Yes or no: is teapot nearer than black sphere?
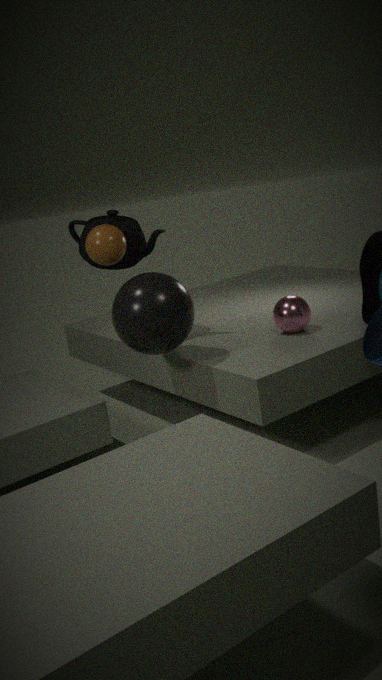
No
